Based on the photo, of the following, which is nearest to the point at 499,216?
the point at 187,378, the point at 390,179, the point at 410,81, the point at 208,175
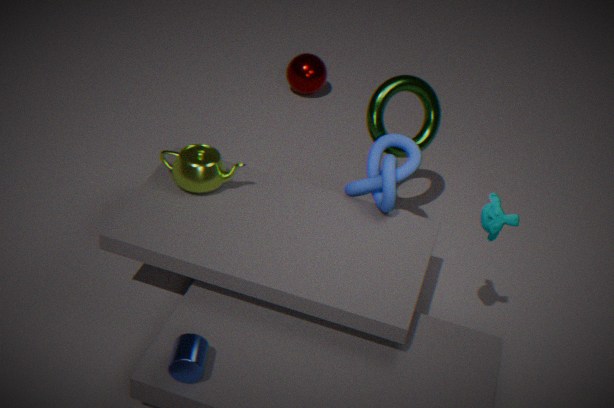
the point at 390,179
